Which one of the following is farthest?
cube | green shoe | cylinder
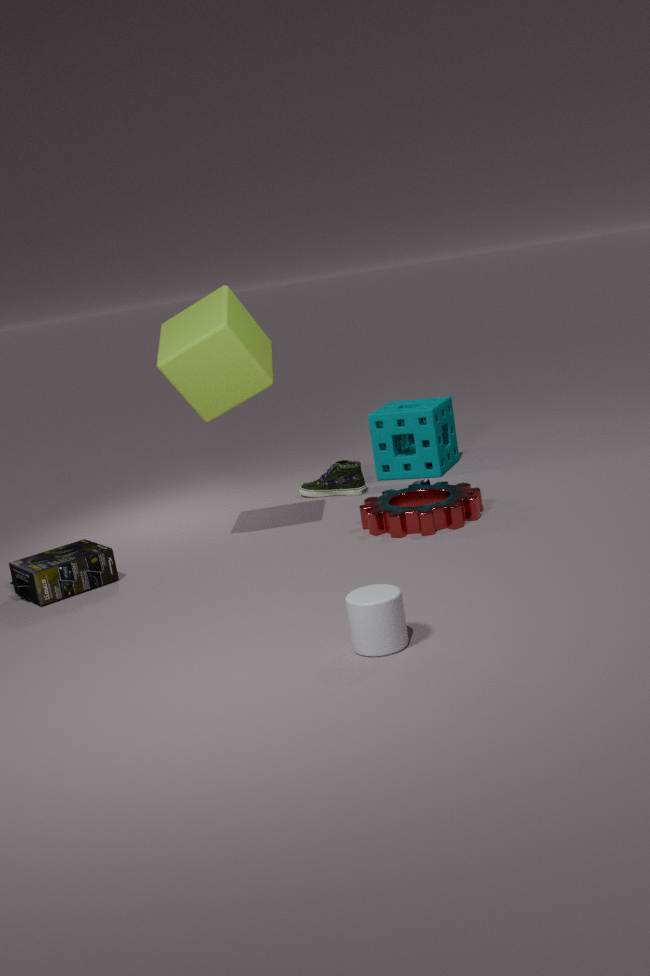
green shoe
